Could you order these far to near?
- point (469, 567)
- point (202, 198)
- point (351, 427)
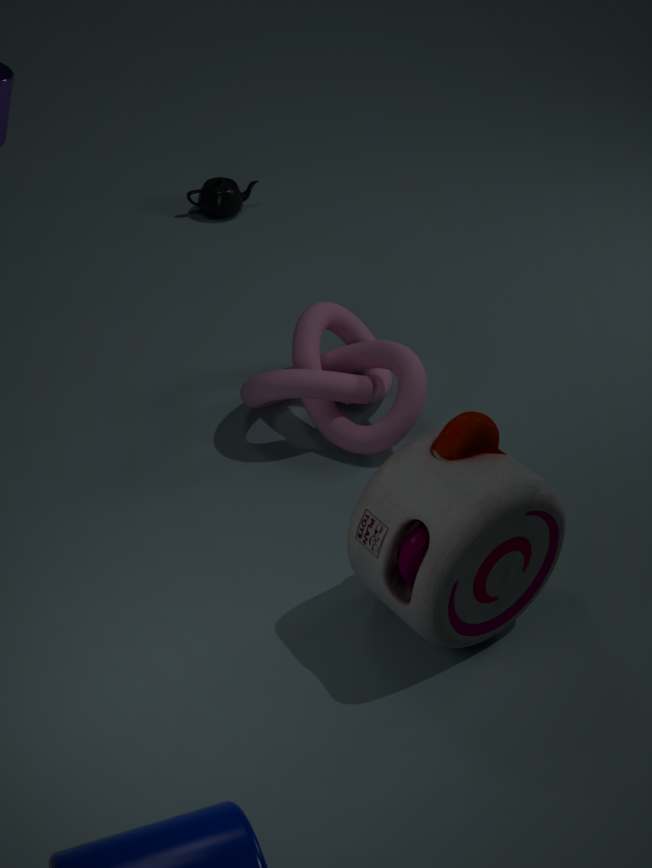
point (202, 198) → point (351, 427) → point (469, 567)
